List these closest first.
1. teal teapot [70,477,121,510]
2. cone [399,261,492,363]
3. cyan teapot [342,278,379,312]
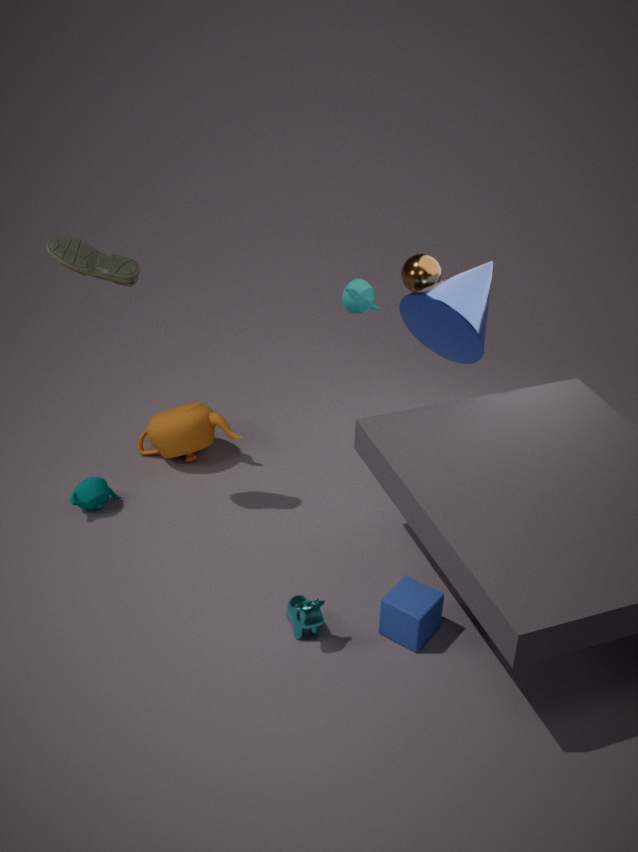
cone [399,261,492,363] < teal teapot [70,477,121,510] < cyan teapot [342,278,379,312]
